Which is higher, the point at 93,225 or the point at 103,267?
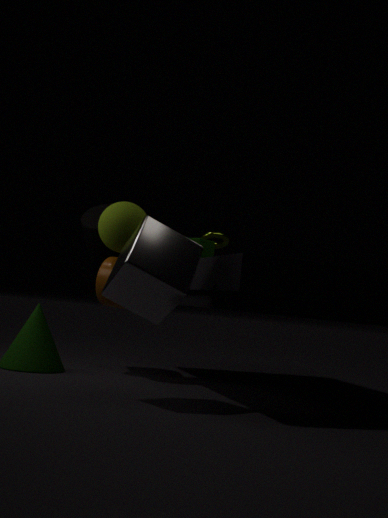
the point at 93,225
